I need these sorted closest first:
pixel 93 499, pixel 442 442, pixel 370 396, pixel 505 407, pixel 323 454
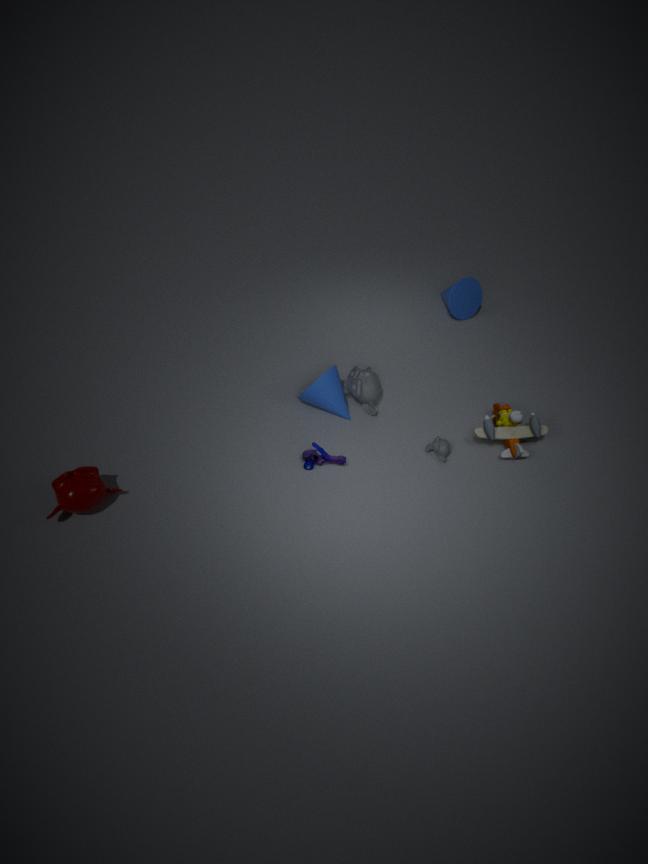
pixel 93 499 → pixel 323 454 → pixel 442 442 → pixel 505 407 → pixel 370 396
